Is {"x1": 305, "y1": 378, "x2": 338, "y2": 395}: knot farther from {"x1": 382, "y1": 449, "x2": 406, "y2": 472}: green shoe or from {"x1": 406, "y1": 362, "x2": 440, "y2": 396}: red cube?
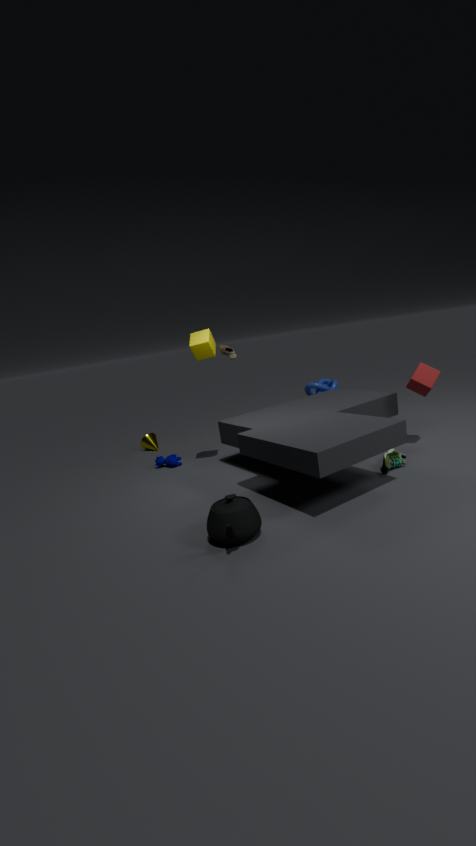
{"x1": 382, "y1": 449, "x2": 406, "y2": 472}: green shoe
